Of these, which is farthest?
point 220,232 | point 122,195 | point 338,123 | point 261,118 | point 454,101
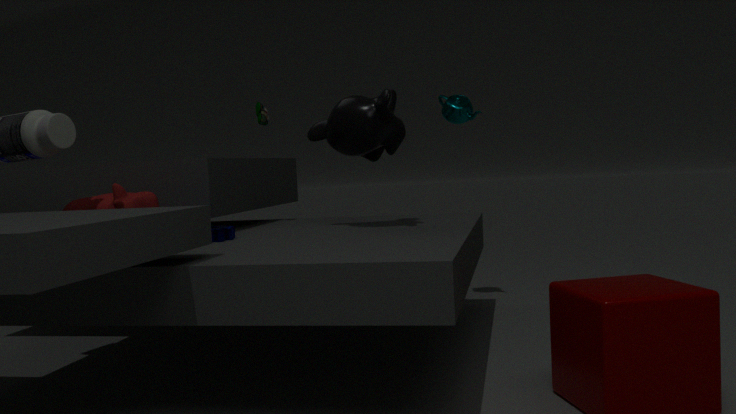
point 454,101
